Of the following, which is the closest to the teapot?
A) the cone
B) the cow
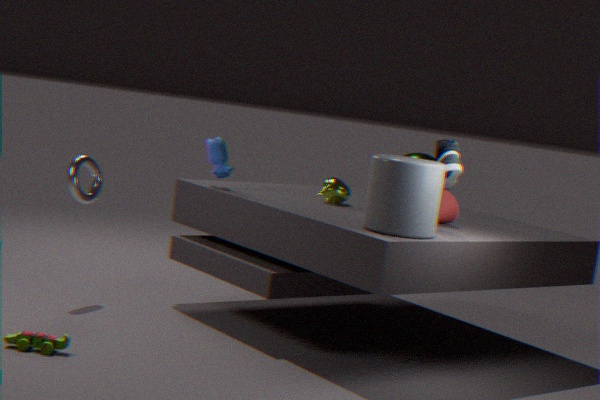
the cone
